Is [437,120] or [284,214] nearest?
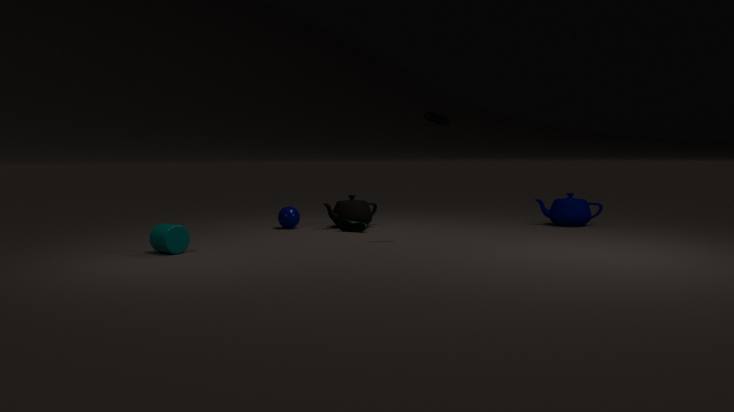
[437,120]
